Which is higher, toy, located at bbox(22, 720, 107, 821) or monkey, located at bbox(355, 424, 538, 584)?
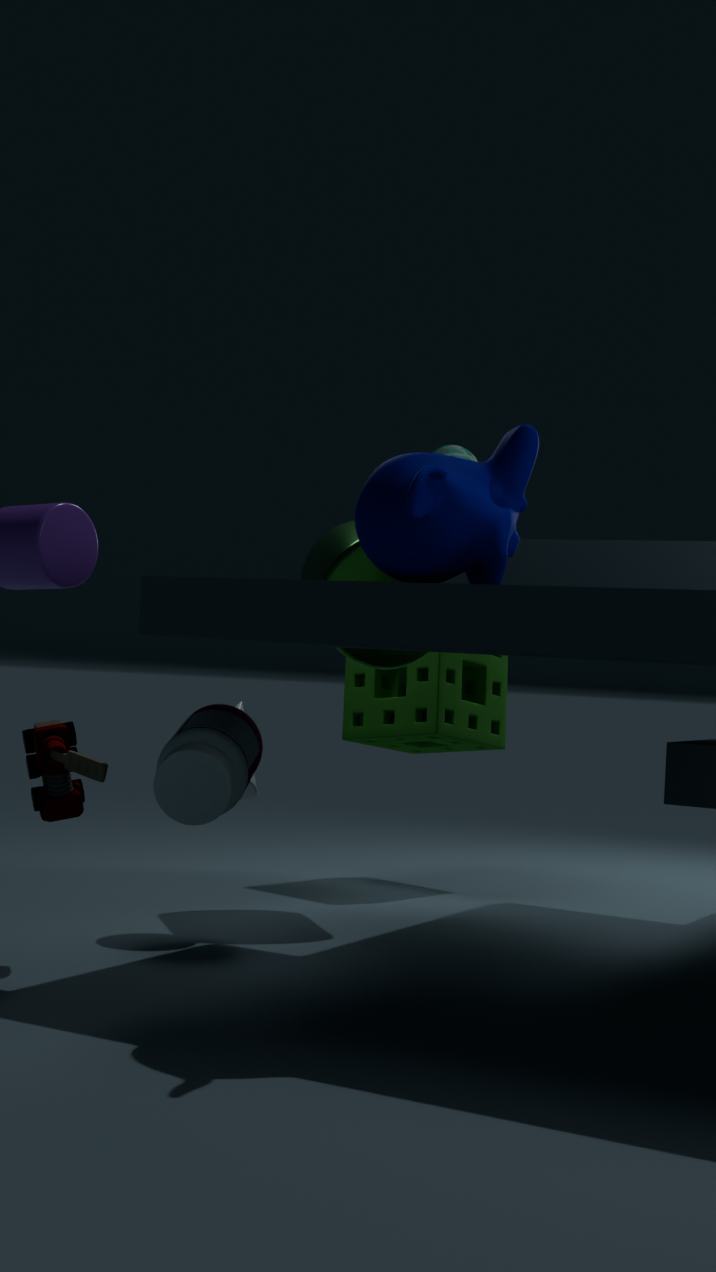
monkey, located at bbox(355, 424, 538, 584)
